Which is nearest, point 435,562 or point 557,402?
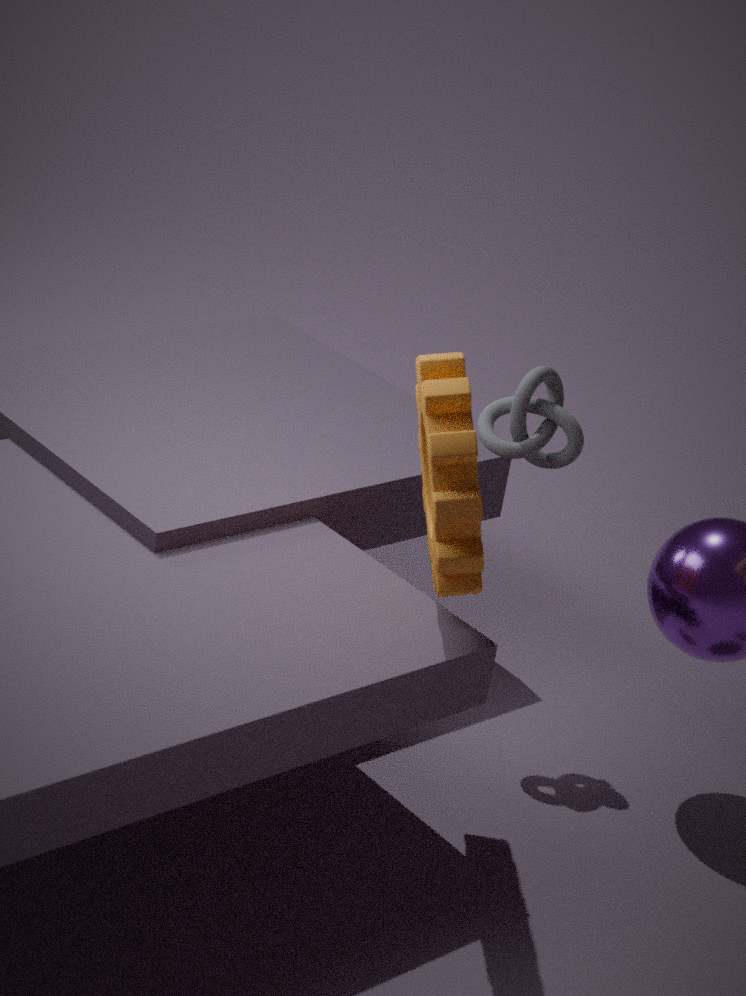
point 435,562
